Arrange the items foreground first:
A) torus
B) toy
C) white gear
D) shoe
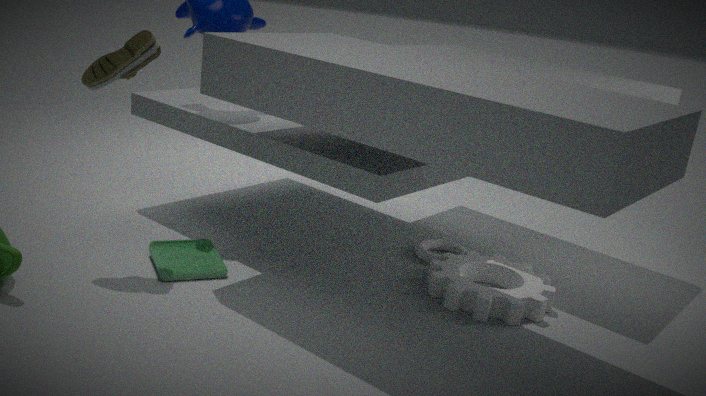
shoe < white gear < toy < torus
